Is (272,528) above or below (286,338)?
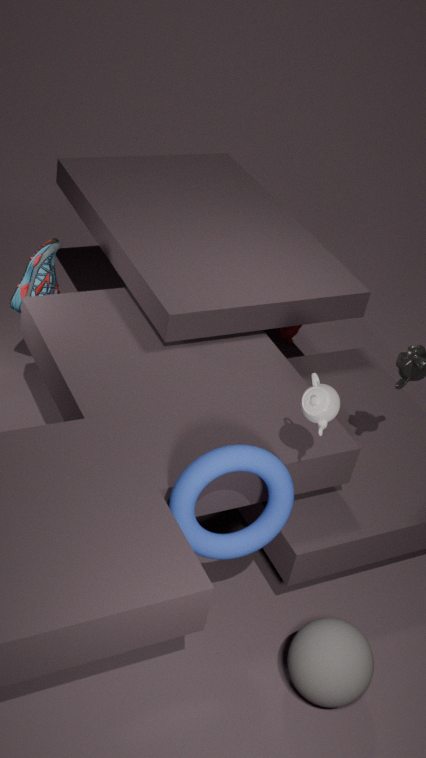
above
